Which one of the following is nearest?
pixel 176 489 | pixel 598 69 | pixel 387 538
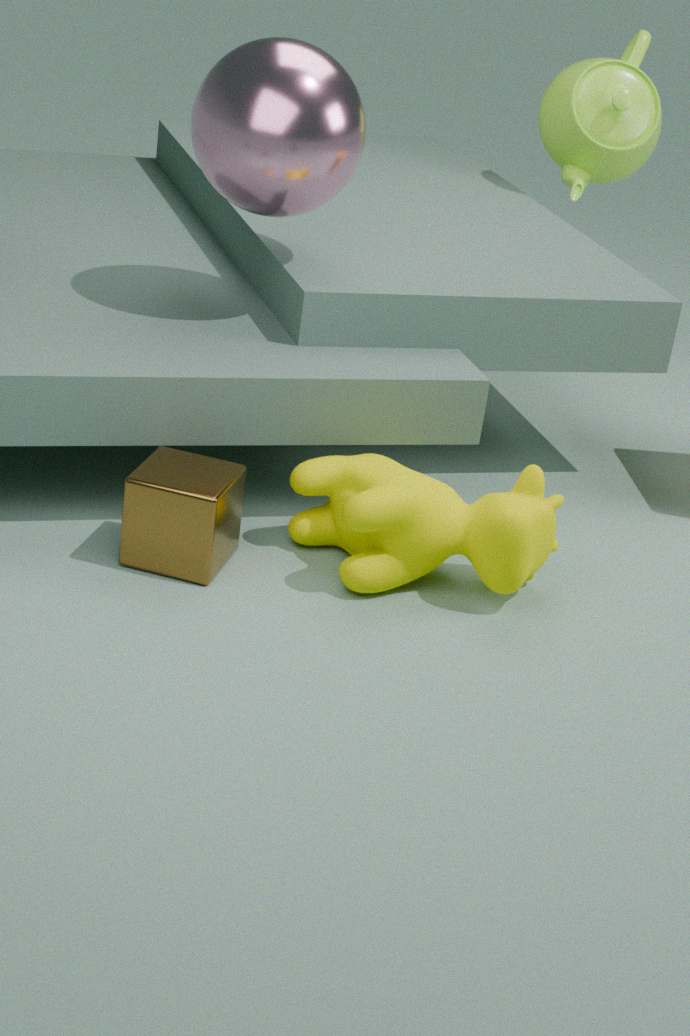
pixel 176 489
